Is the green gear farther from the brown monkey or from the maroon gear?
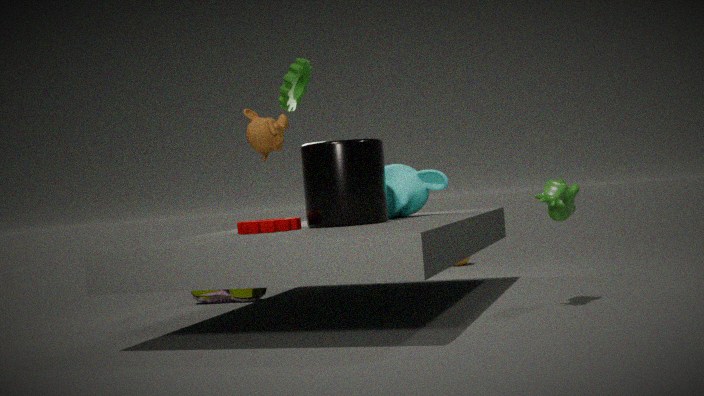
the maroon gear
